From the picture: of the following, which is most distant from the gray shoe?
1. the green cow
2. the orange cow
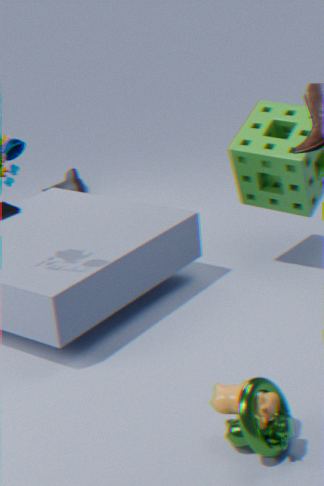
the green cow
